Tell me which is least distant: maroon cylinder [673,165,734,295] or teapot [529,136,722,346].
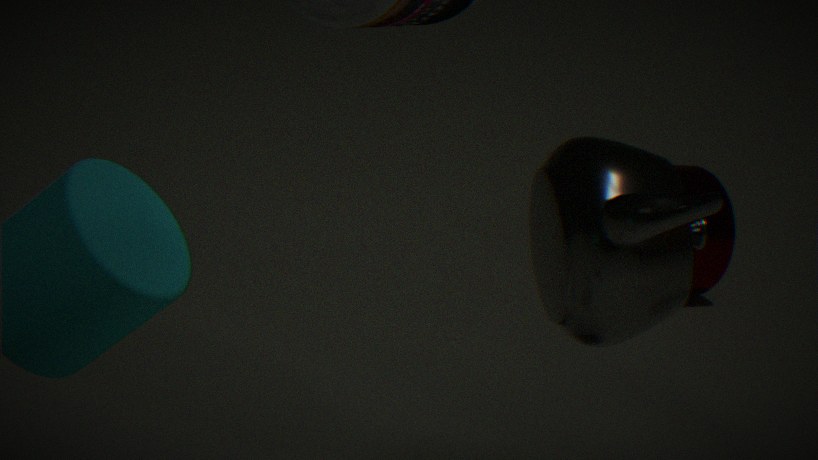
teapot [529,136,722,346]
